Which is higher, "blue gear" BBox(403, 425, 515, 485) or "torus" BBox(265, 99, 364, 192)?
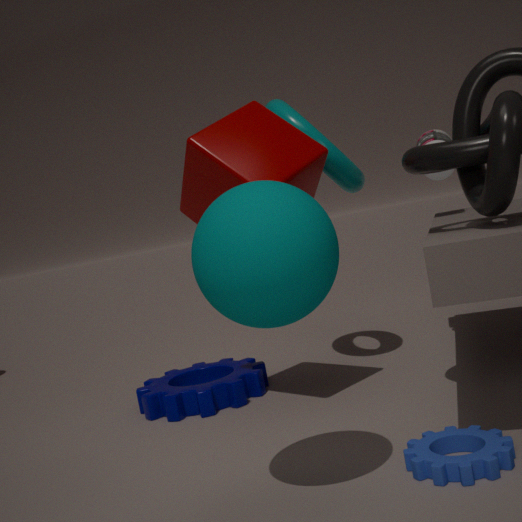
"torus" BBox(265, 99, 364, 192)
